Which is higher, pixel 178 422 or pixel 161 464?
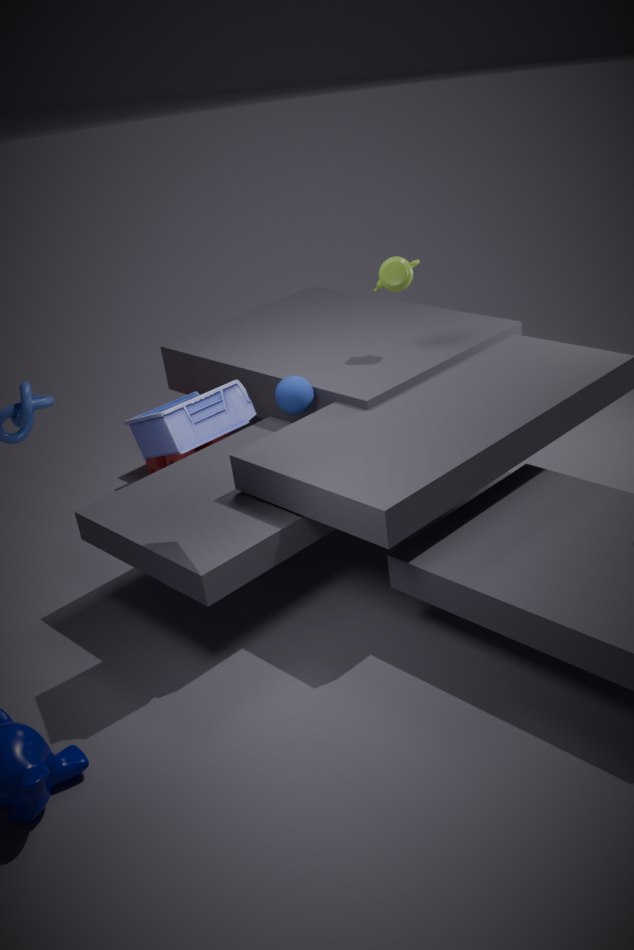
pixel 178 422
